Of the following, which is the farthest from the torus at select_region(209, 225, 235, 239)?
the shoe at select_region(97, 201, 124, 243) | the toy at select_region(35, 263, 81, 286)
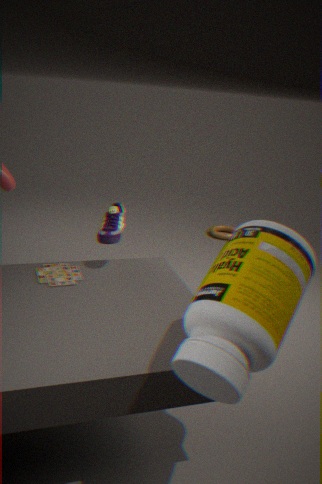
the toy at select_region(35, 263, 81, 286)
